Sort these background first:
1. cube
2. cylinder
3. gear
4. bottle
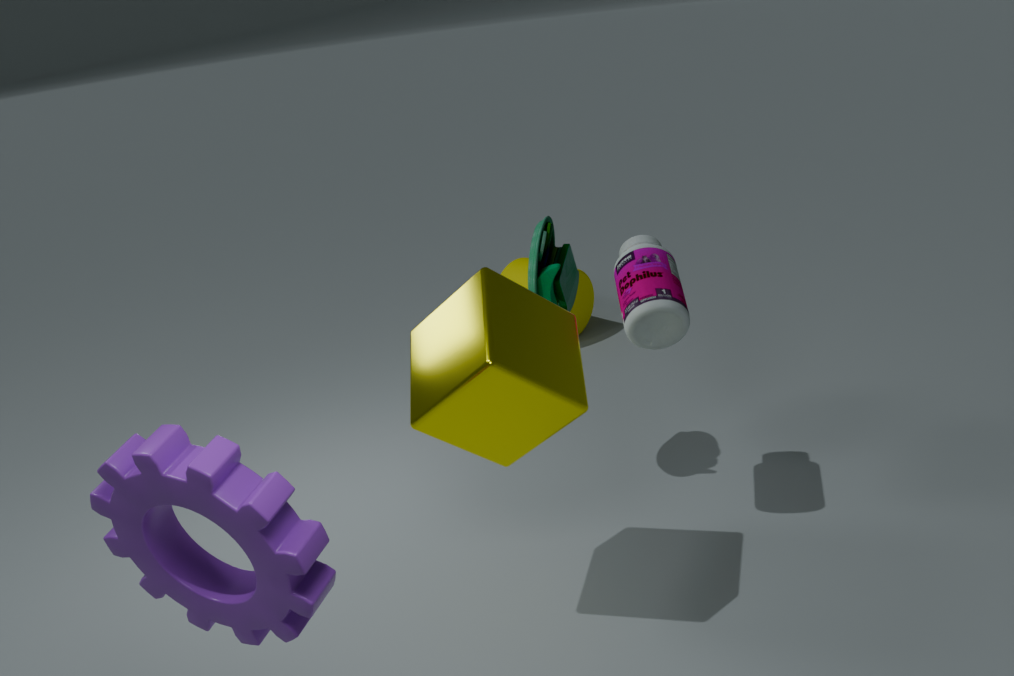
1. cylinder
2. bottle
3. cube
4. gear
